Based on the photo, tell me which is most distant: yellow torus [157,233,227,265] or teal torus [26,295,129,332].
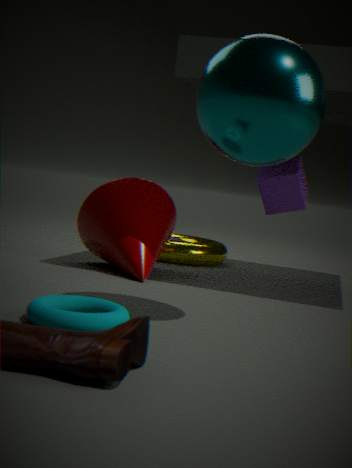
yellow torus [157,233,227,265]
